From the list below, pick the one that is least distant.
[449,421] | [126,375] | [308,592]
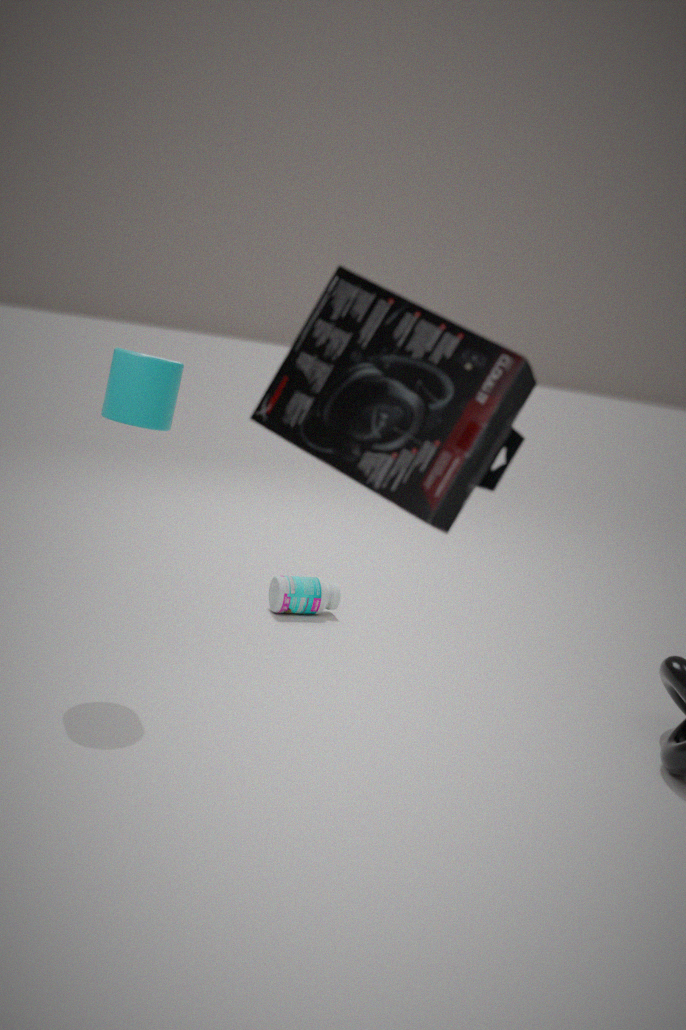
[449,421]
